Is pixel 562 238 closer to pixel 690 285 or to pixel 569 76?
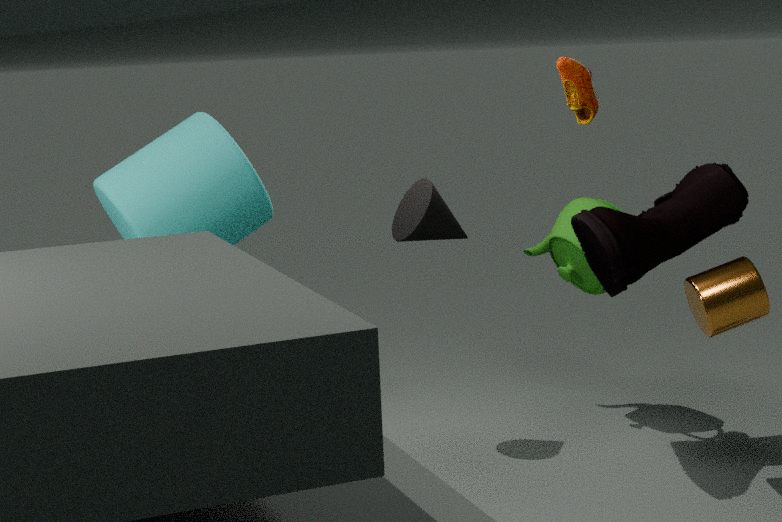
pixel 569 76
